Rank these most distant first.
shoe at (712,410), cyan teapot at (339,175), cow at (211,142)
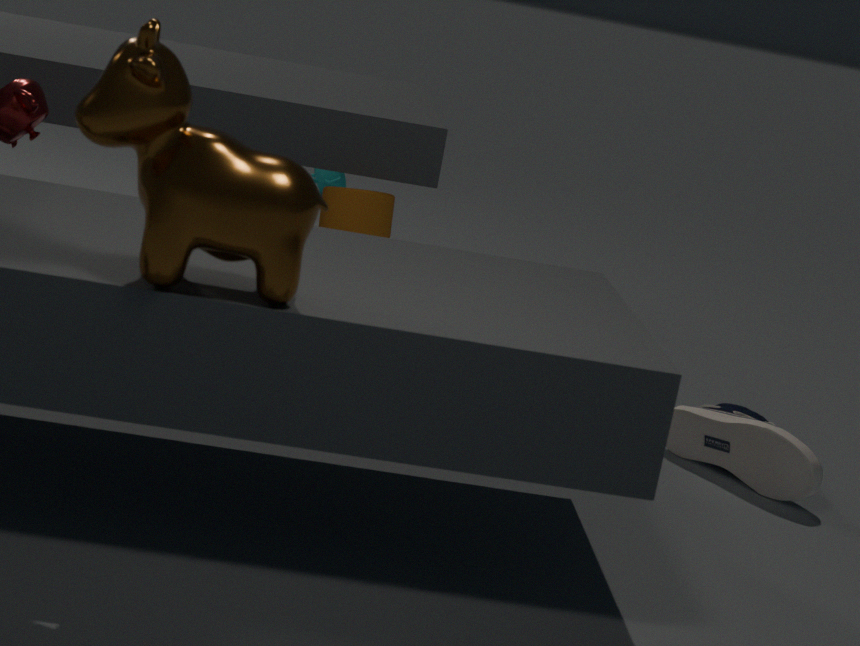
cyan teapot at (339,175) < shoe at (712,410) < cow at (211,142)
